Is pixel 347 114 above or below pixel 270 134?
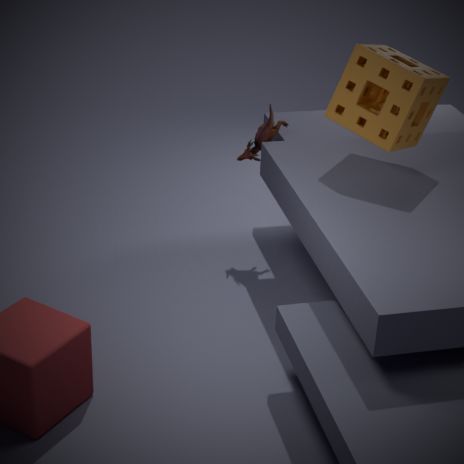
above
